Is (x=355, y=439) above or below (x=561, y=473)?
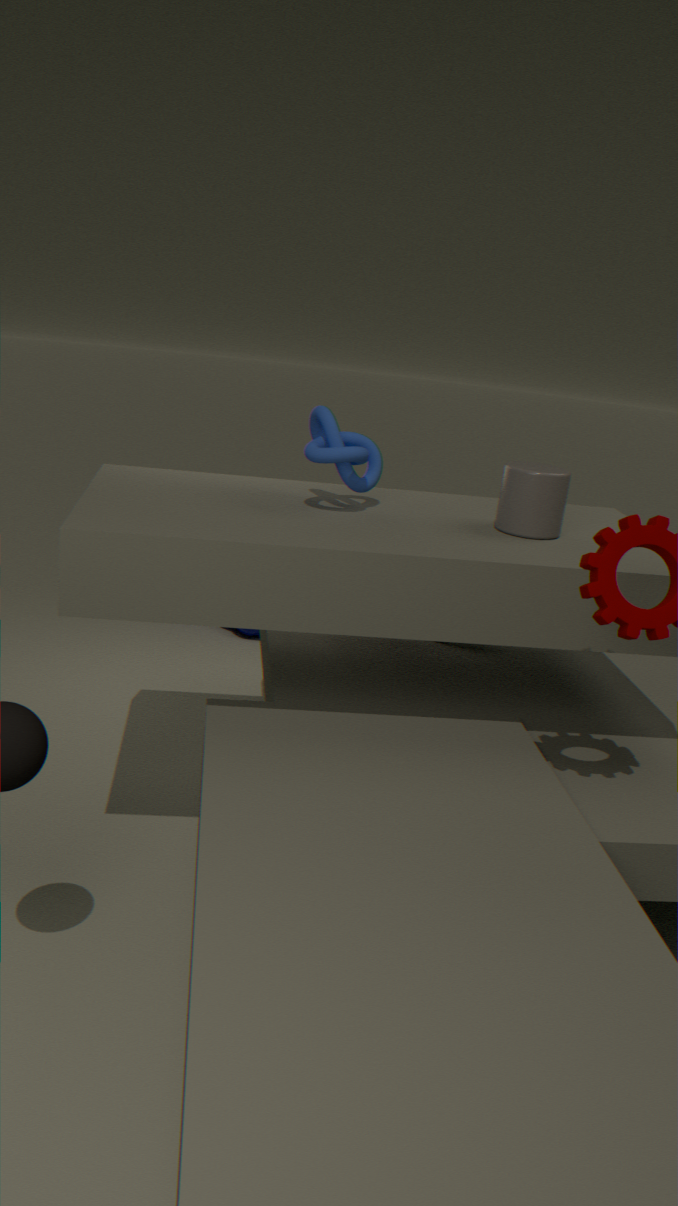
above
